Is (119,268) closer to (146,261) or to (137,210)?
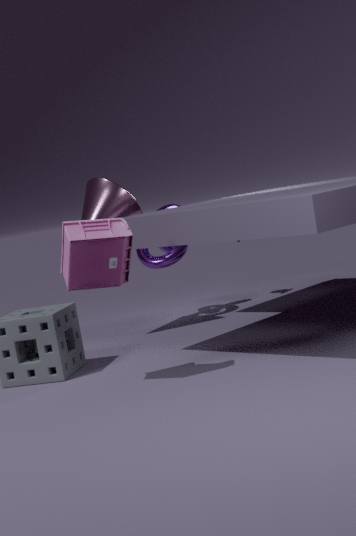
(137,210)
